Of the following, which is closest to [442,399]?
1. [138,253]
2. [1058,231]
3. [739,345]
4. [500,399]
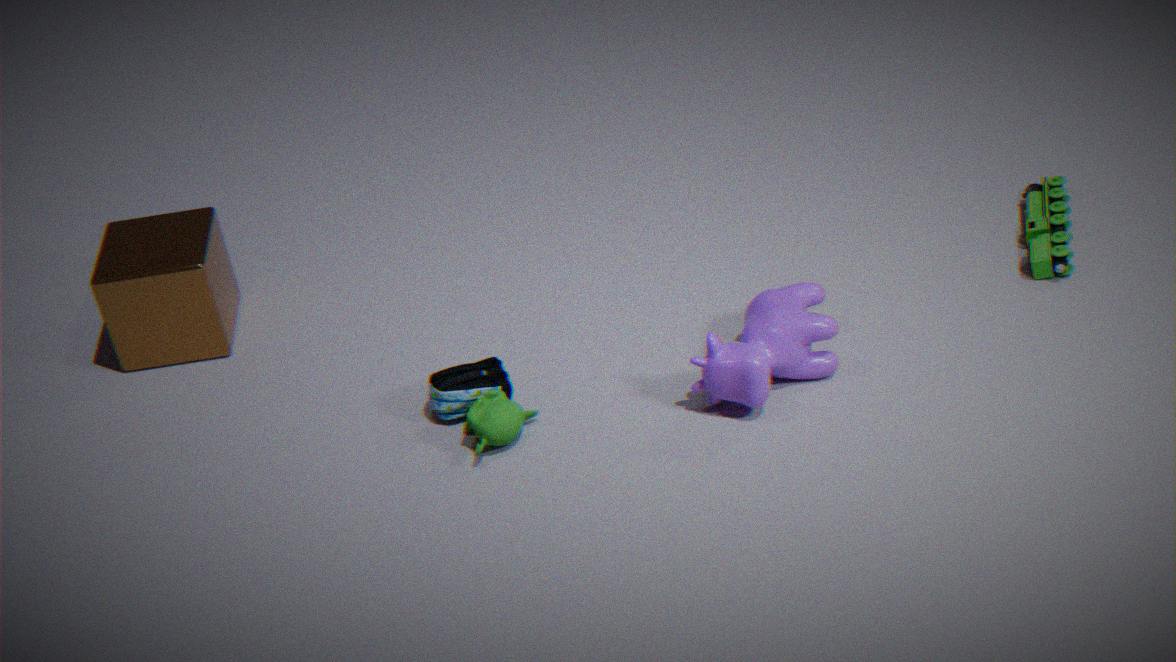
[500,399]
